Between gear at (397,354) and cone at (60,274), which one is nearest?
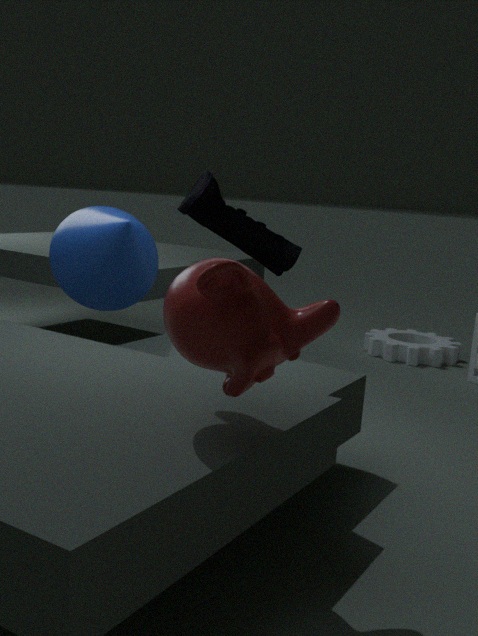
cone at (60,274)
